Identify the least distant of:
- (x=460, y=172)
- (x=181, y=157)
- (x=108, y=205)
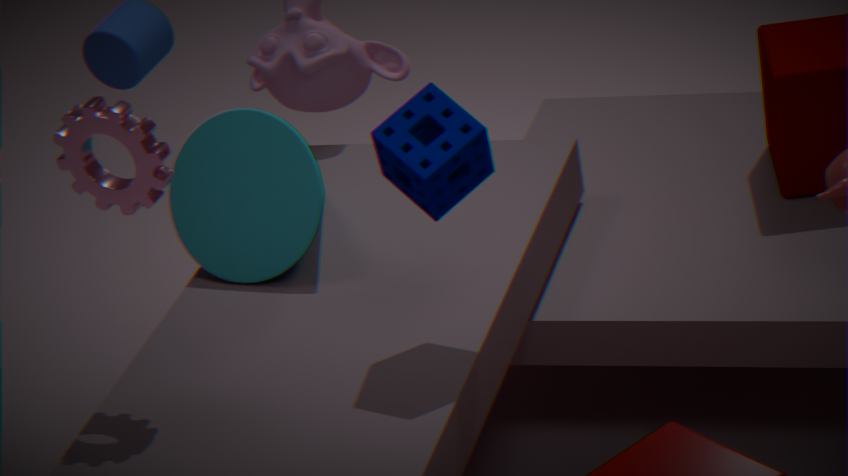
(x=460, y=172)
